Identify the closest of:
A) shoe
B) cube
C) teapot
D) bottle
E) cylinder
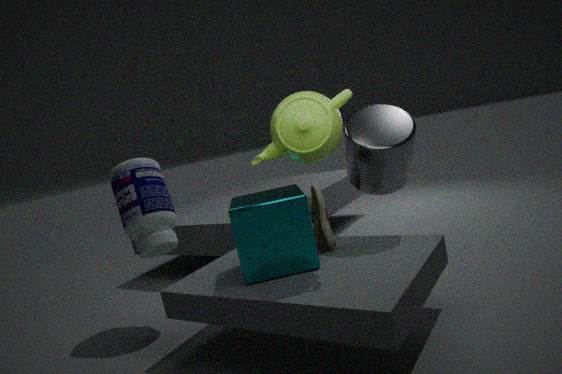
teapot
